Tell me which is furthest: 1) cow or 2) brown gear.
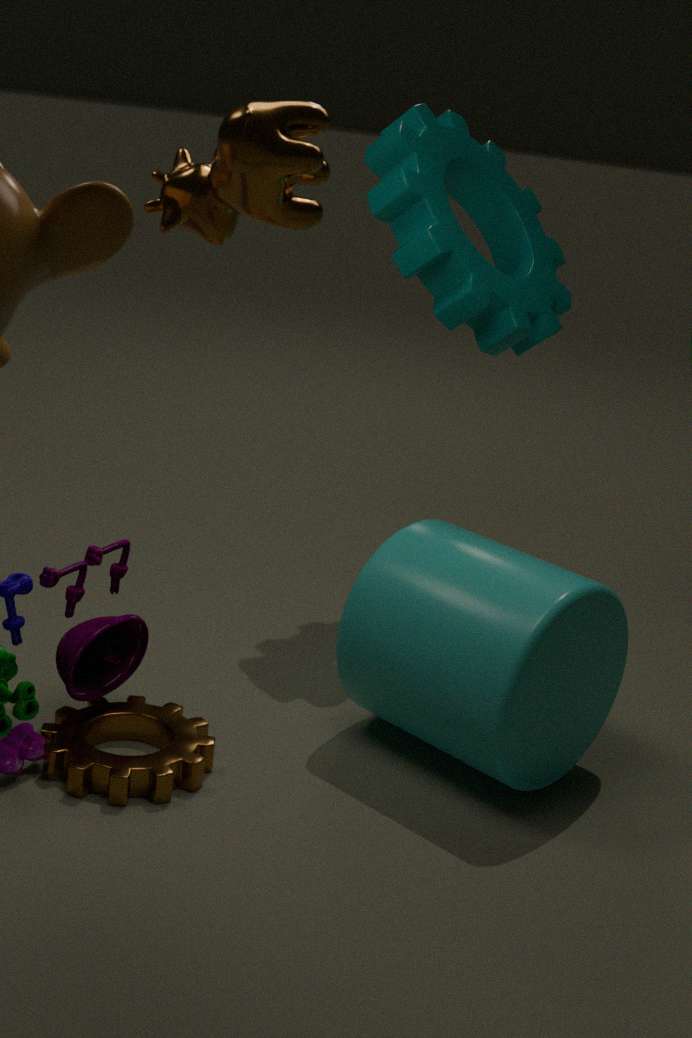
2. brown gear
